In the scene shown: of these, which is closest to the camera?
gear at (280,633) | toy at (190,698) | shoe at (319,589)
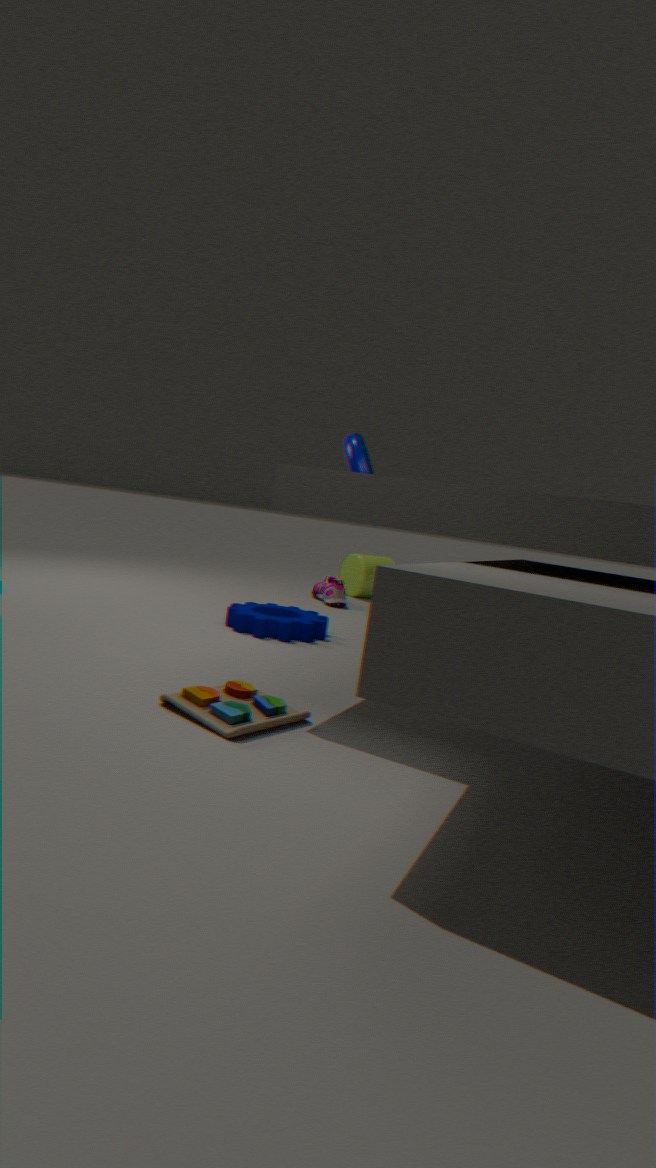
toy at (190,698)
